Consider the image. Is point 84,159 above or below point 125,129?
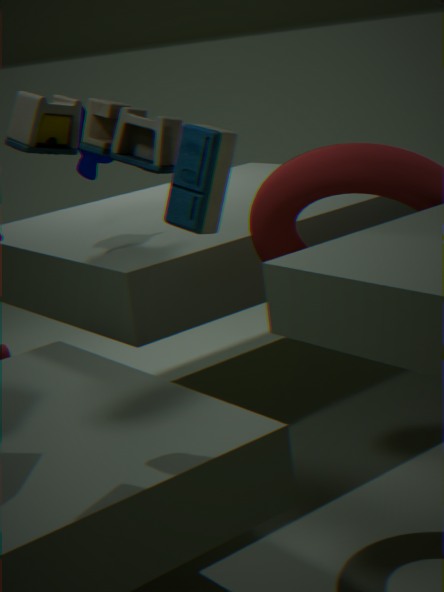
below
